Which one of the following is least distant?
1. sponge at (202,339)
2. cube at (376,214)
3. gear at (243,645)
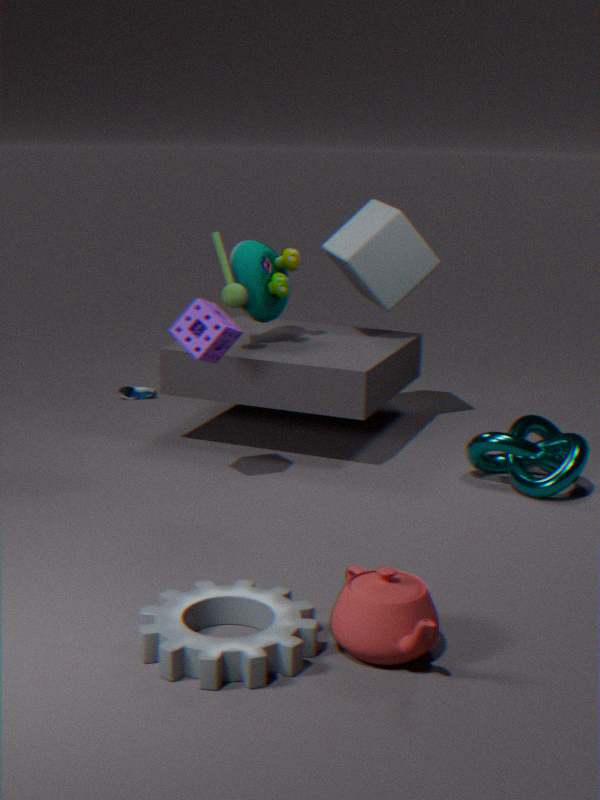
gear at (243,645)
